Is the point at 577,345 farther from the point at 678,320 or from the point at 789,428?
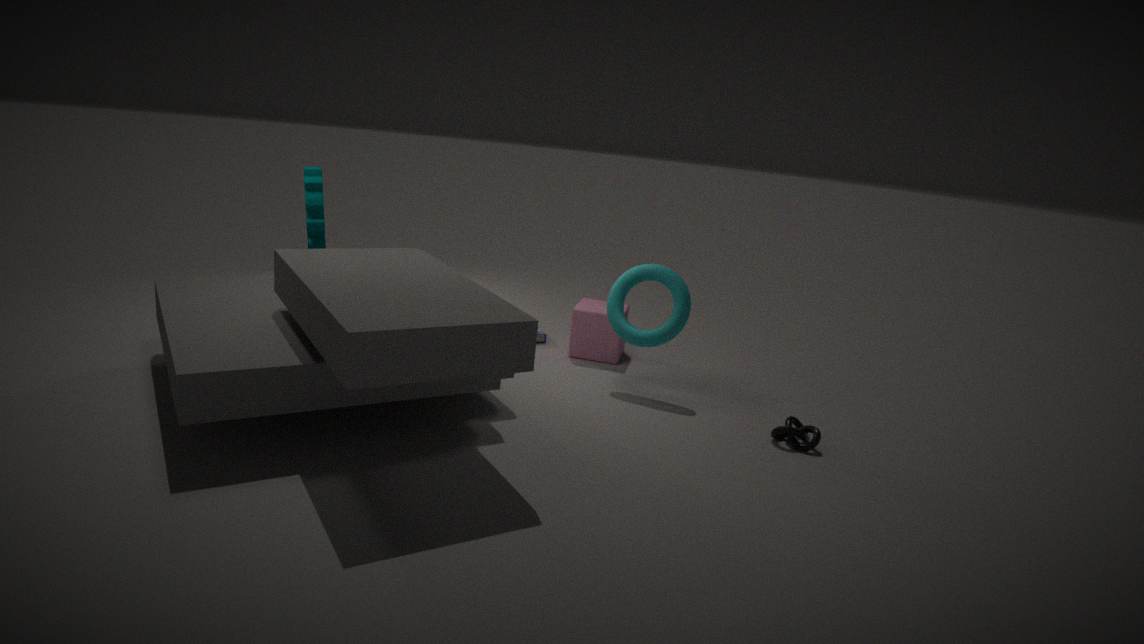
the point at 789,428
